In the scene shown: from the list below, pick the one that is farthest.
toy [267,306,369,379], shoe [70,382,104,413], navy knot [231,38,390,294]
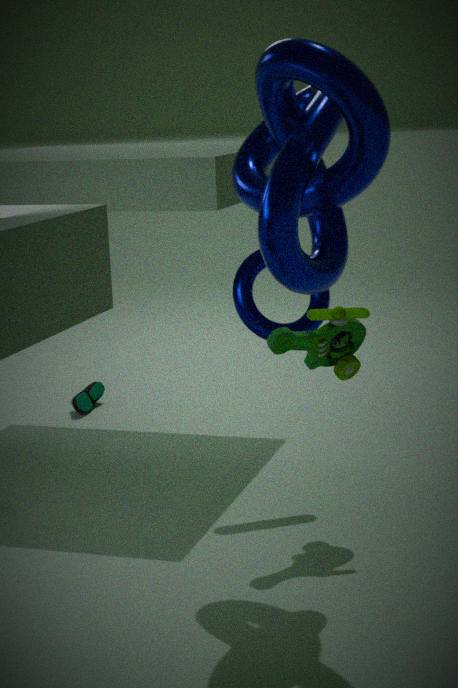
shoe [70,382,104,413]
